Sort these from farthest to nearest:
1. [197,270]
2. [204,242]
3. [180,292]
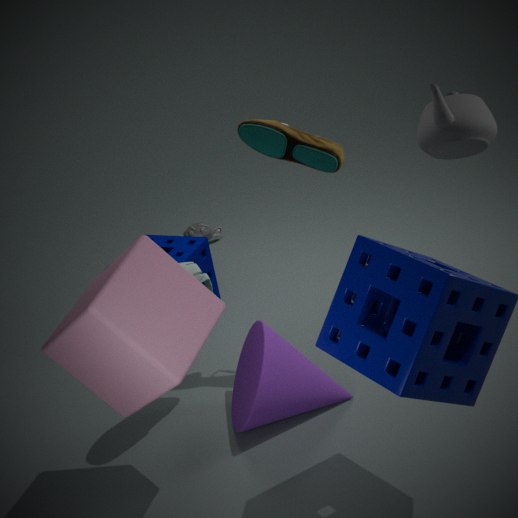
[204,242] < [197,270] < [180,292]
